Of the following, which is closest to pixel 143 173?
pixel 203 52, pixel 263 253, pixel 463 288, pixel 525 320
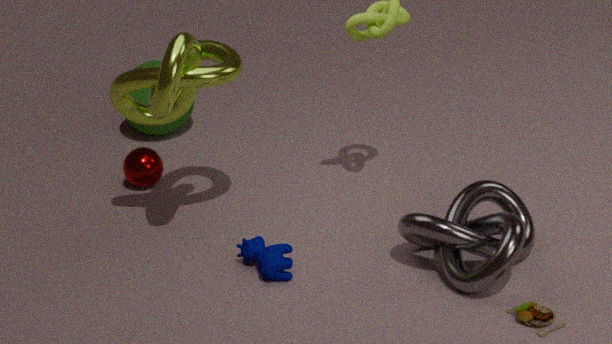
pixel 203 52
